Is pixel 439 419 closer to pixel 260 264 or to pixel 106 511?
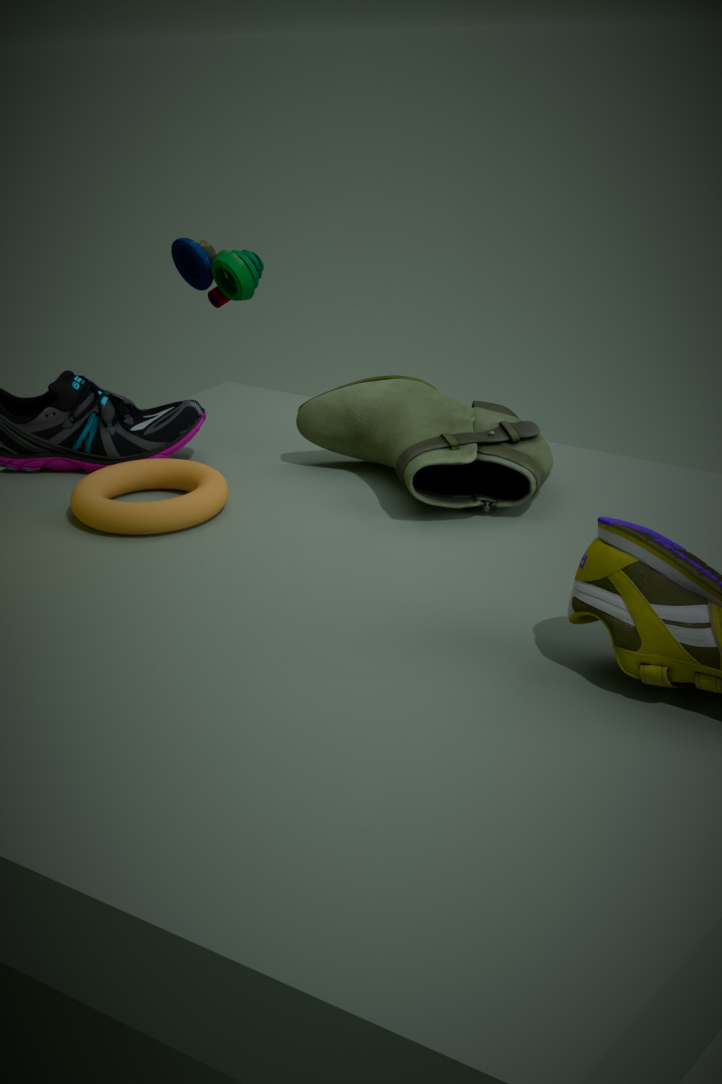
pixel 106 511
